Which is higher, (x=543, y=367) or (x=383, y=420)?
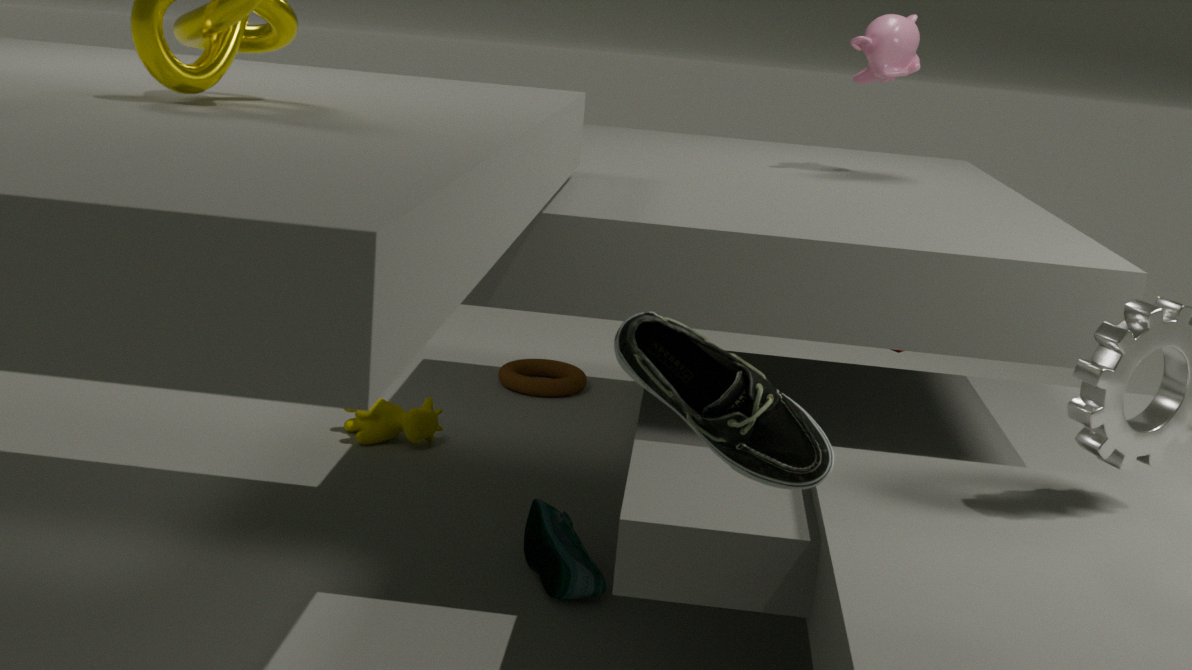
(x=383, y=420)
